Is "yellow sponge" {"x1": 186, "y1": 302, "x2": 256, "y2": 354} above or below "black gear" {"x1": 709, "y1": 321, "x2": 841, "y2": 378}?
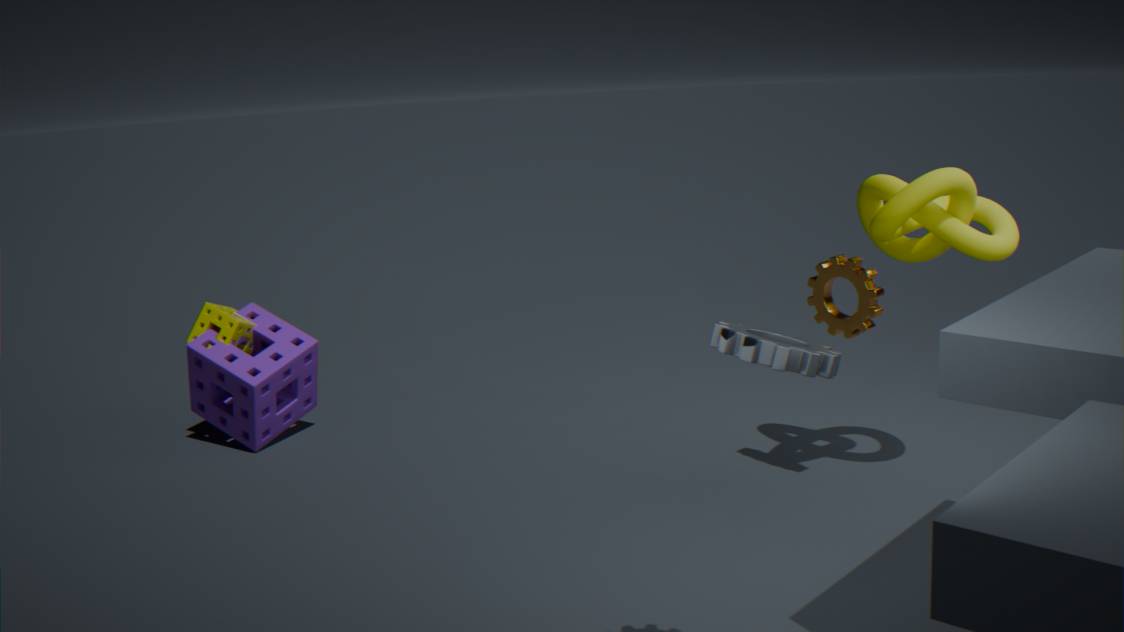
below
